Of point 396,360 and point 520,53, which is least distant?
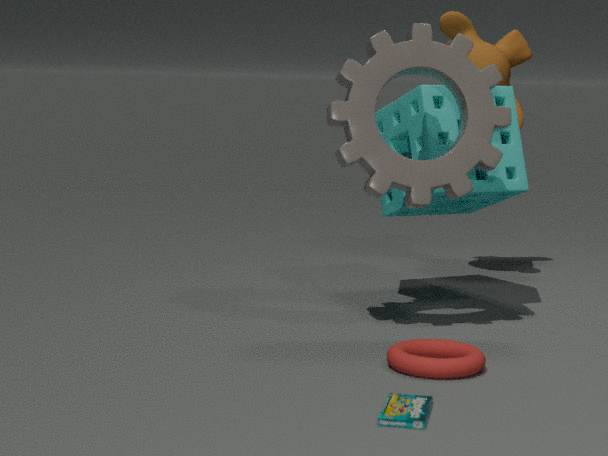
point 396,360
